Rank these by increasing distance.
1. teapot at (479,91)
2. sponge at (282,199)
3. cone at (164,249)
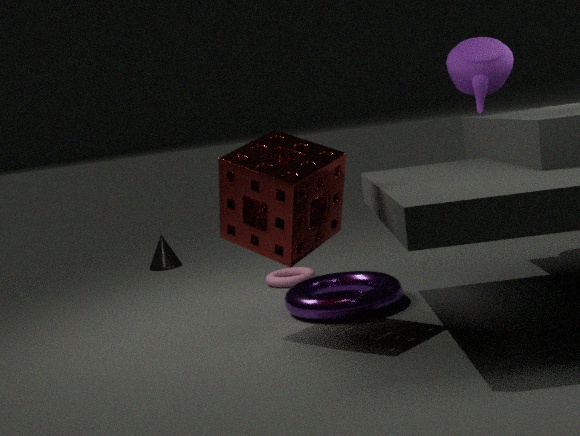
sponge at (282,199)
teapot at (479,91)
cone at (164,249)
